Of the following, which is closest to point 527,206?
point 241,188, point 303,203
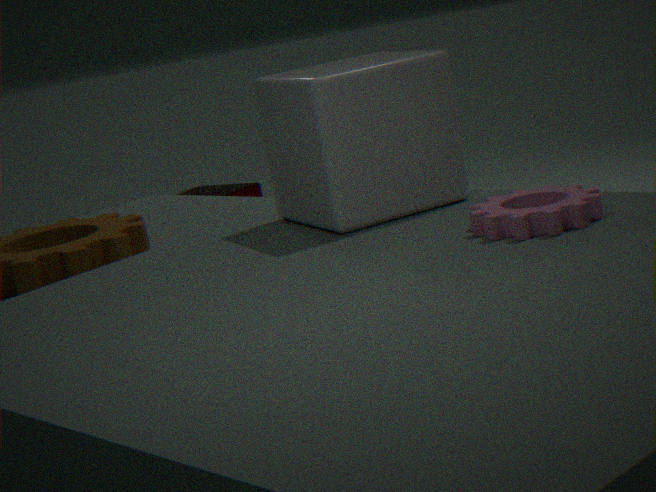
point 303,203
